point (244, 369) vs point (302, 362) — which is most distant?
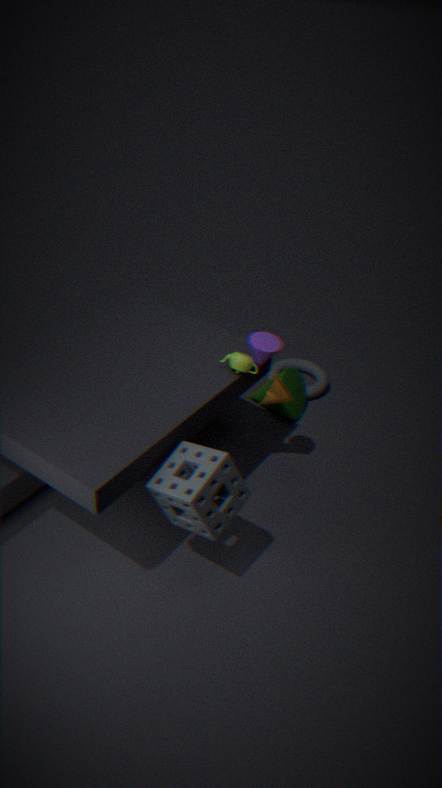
point (302, 362)
